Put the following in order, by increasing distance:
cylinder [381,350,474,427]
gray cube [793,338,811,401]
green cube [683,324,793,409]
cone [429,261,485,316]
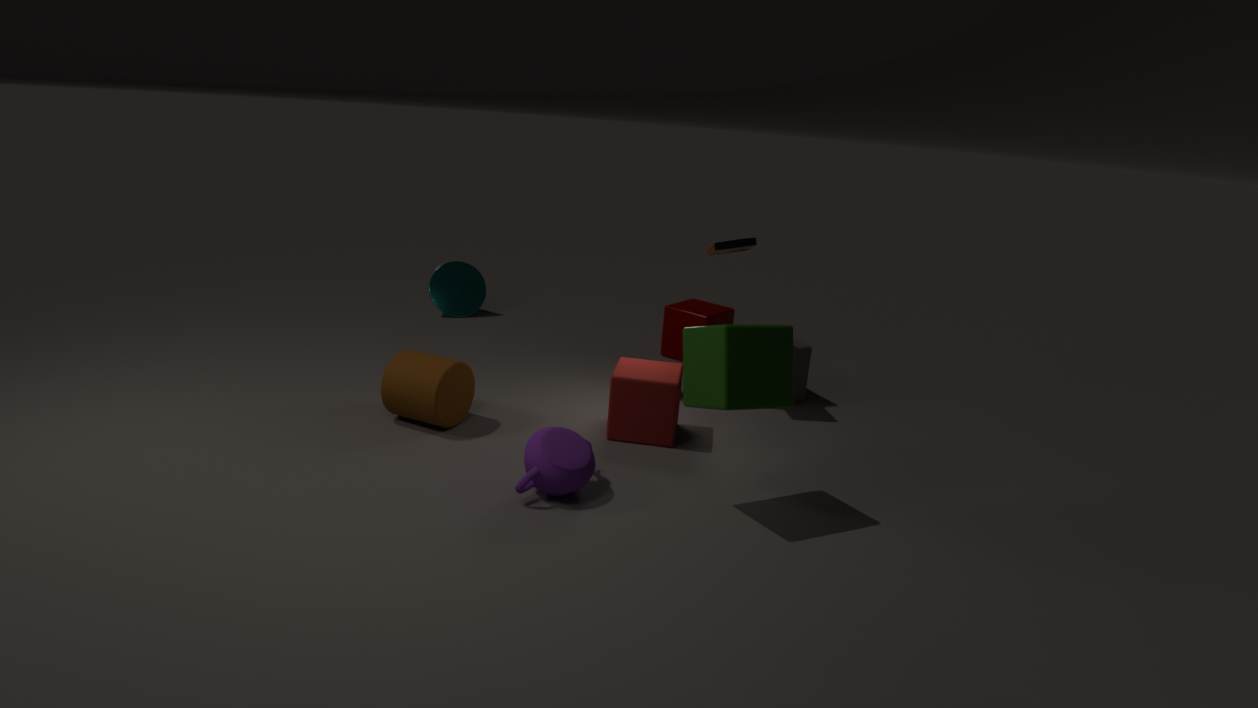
green cube [683,324,793,409], cylinder [381,350,474,427], gray cube [793,338,811,401], cone [429,261,485,316]
